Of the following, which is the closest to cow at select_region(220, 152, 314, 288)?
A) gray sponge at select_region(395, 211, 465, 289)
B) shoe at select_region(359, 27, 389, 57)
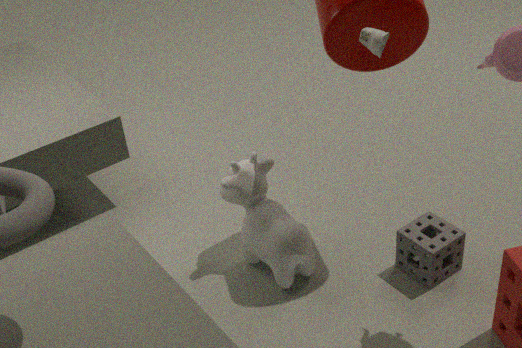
gray sponge at select_region(395, 211, 465, 289)
